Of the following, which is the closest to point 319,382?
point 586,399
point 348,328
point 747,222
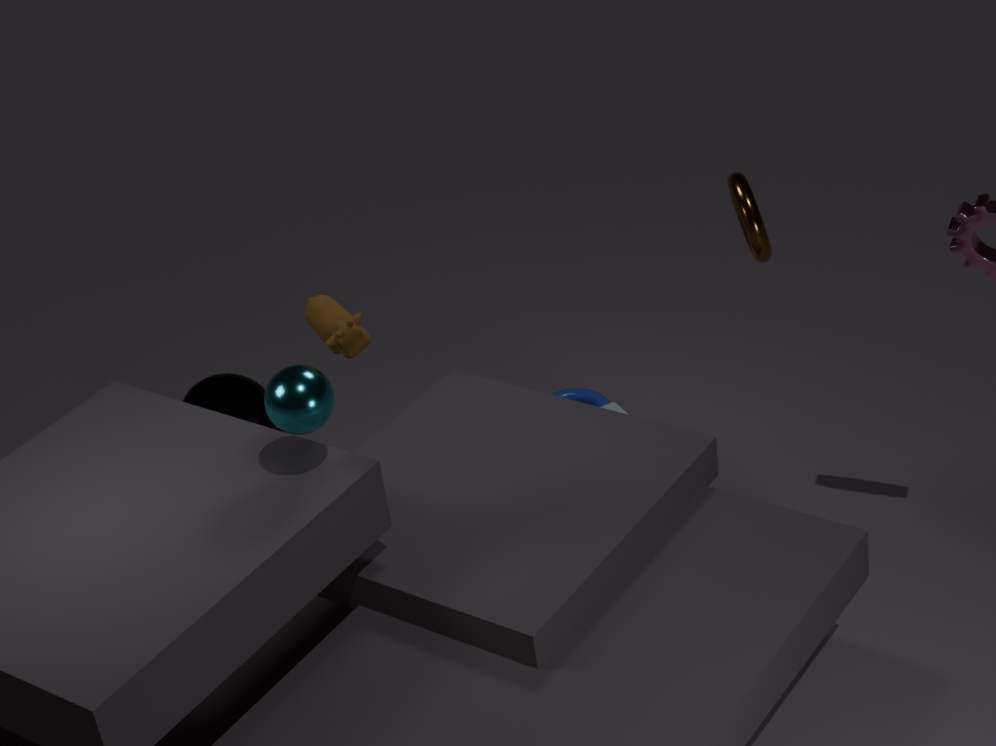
point 348,328
